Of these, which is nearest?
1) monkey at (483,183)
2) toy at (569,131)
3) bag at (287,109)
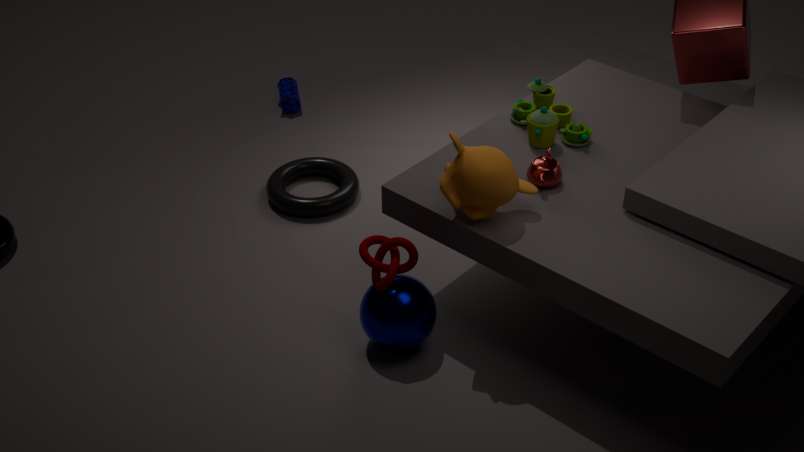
1. monkey at (483,183)
